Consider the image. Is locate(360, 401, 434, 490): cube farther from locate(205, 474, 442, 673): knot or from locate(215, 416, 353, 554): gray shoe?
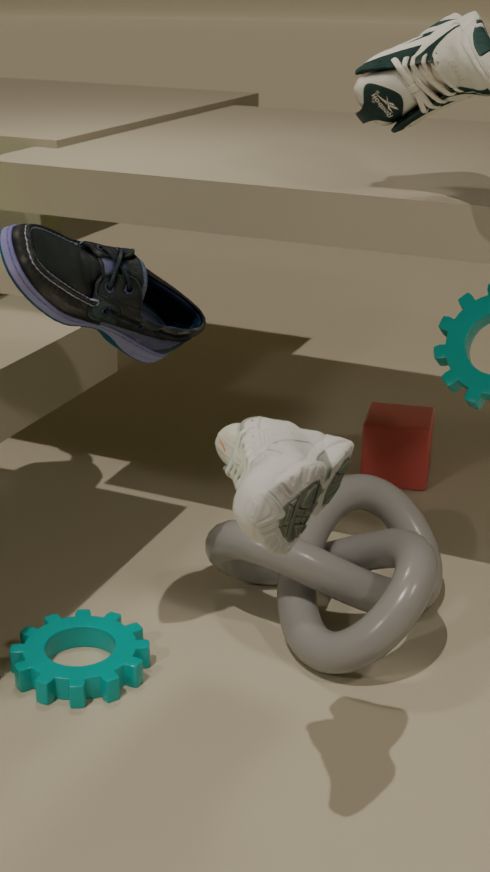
locate(215, 416, 353, 554): gray shoe
